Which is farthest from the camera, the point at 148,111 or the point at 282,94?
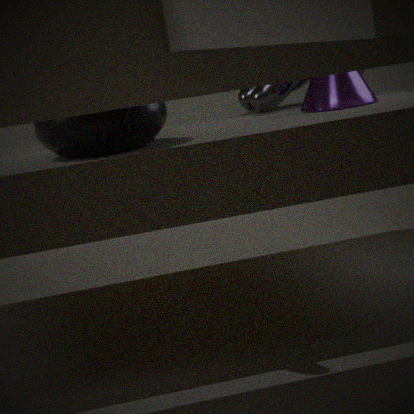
the point at 282,94
